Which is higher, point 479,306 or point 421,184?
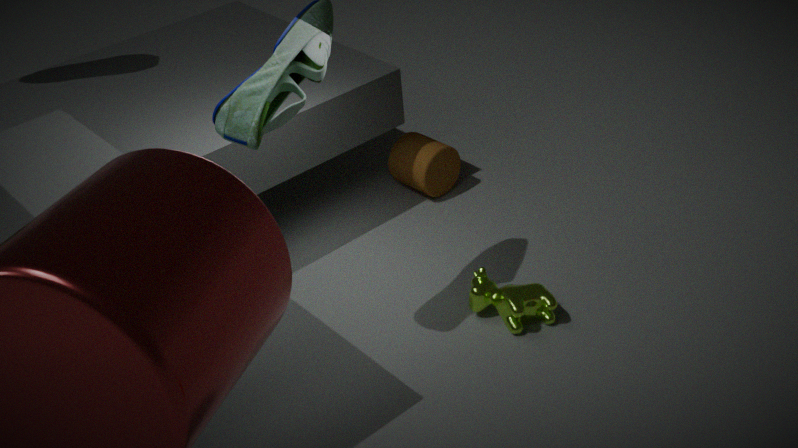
point 421,184
